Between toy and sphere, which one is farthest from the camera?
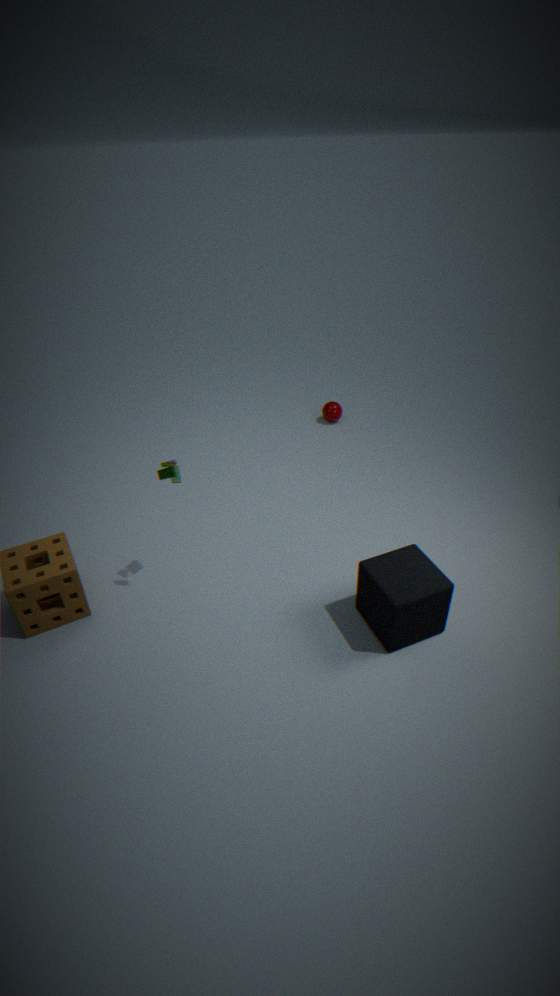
sphere
